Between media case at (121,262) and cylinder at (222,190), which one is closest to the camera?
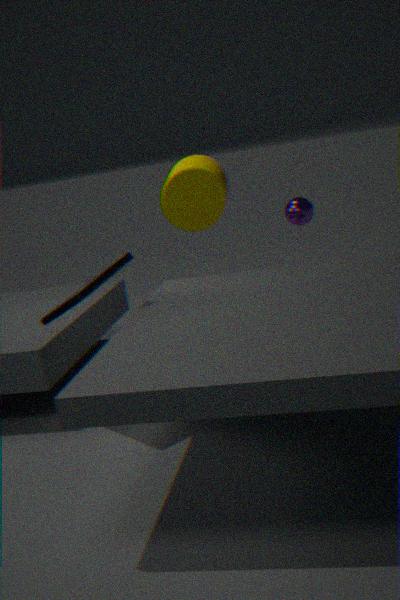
media case at (121,262)
